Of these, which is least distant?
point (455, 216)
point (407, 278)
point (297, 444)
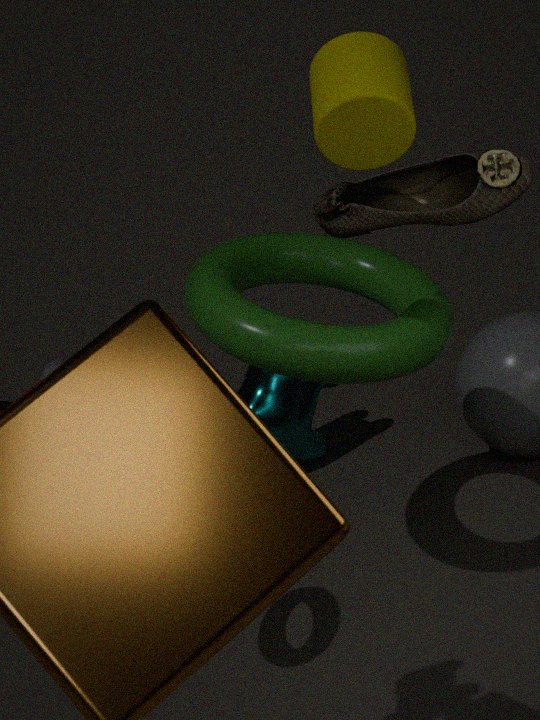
point (455, 216)
